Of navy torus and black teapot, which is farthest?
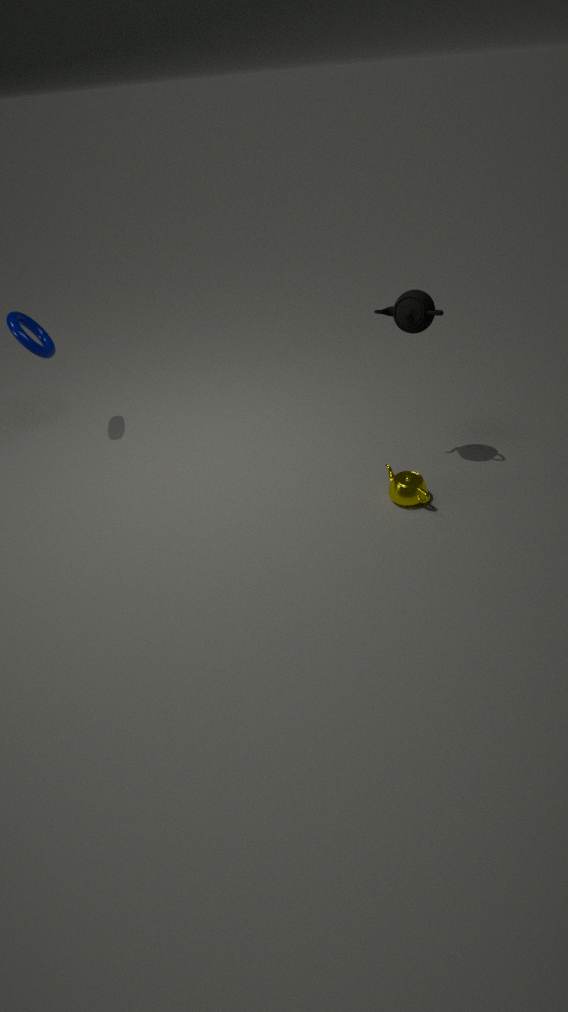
navy torus
